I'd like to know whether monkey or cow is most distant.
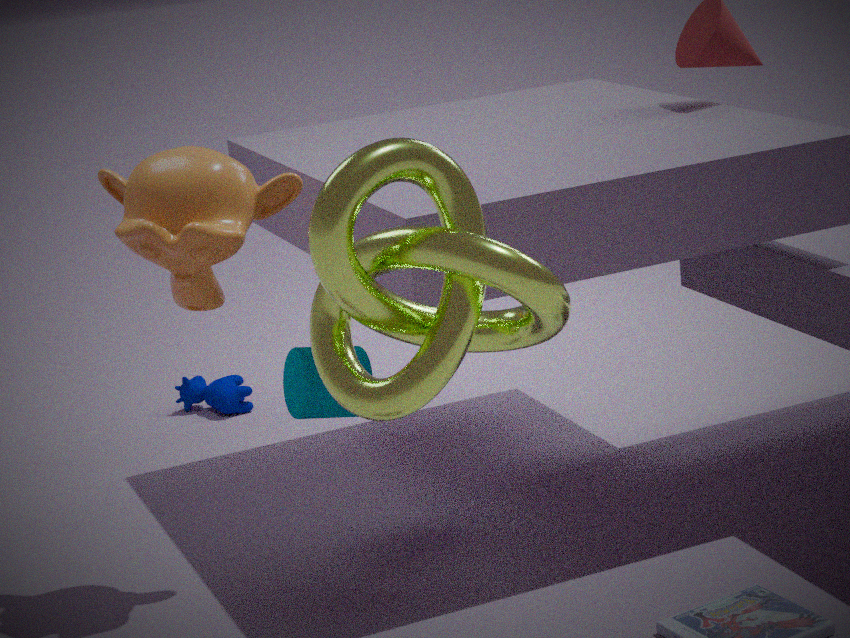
cow
